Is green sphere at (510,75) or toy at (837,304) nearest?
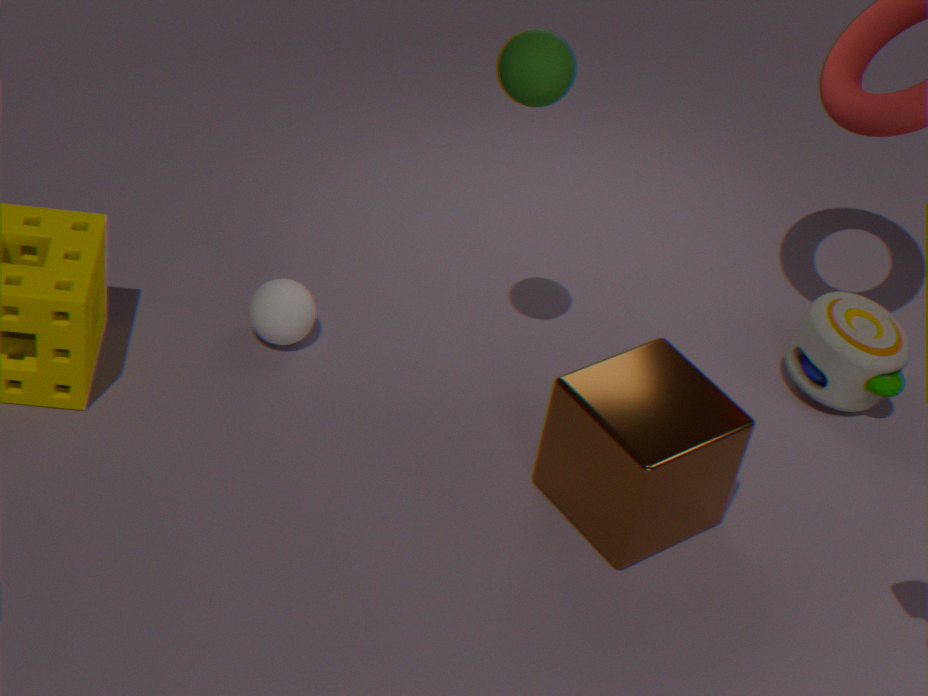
green sphere at (510,75)
